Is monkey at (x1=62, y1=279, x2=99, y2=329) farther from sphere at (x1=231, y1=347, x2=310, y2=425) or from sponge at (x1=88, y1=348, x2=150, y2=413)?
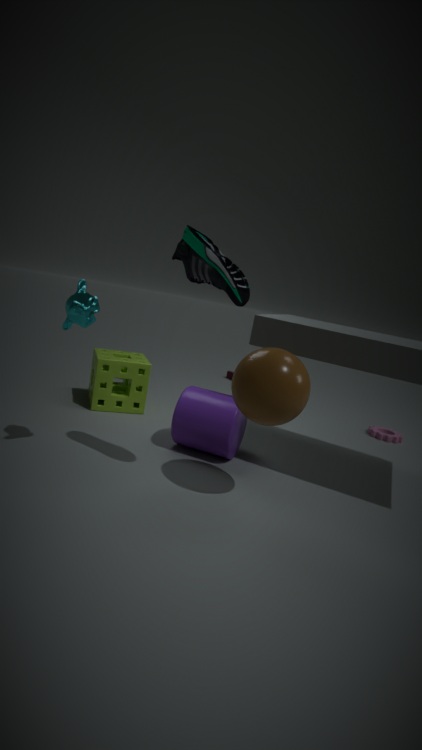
sponge at (x1=88, y1=348, x2=150, y2=413)
